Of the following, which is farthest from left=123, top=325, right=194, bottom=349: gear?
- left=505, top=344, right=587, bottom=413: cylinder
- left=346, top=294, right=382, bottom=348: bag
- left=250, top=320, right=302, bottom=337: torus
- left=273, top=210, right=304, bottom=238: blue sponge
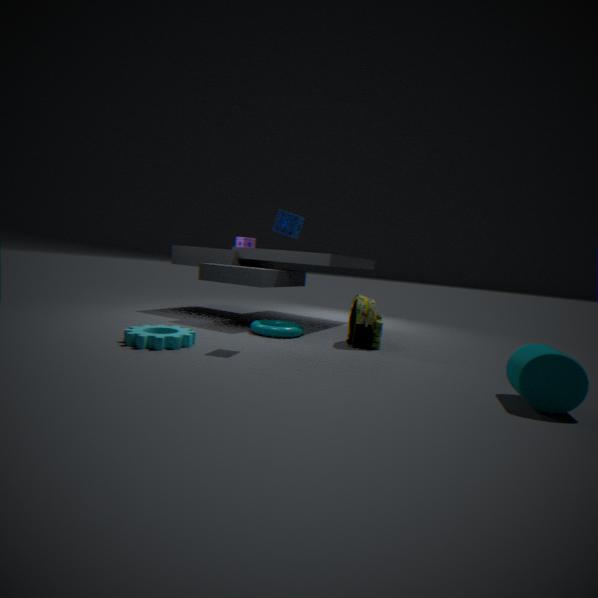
left=505, top=344, right=587, bottom=413: cylinder
